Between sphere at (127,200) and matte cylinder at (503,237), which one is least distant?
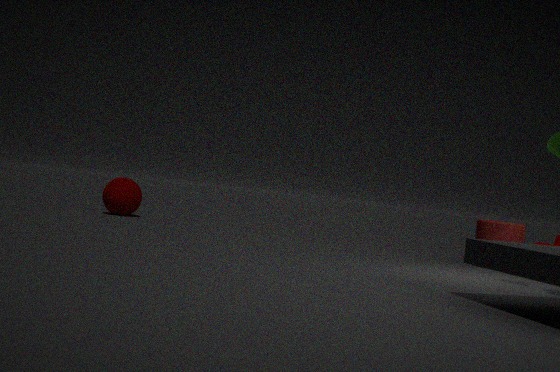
matte cylinder at (503,237)
